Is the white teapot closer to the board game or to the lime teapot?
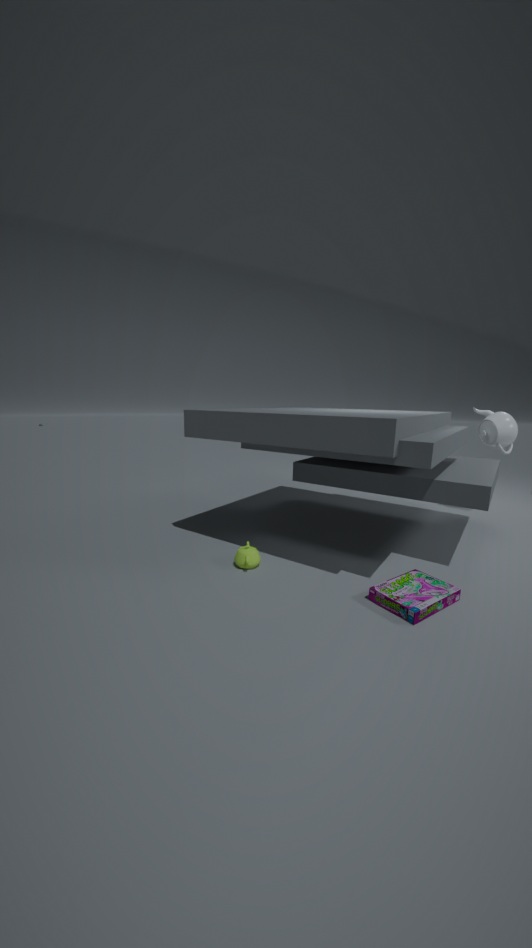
the board game
